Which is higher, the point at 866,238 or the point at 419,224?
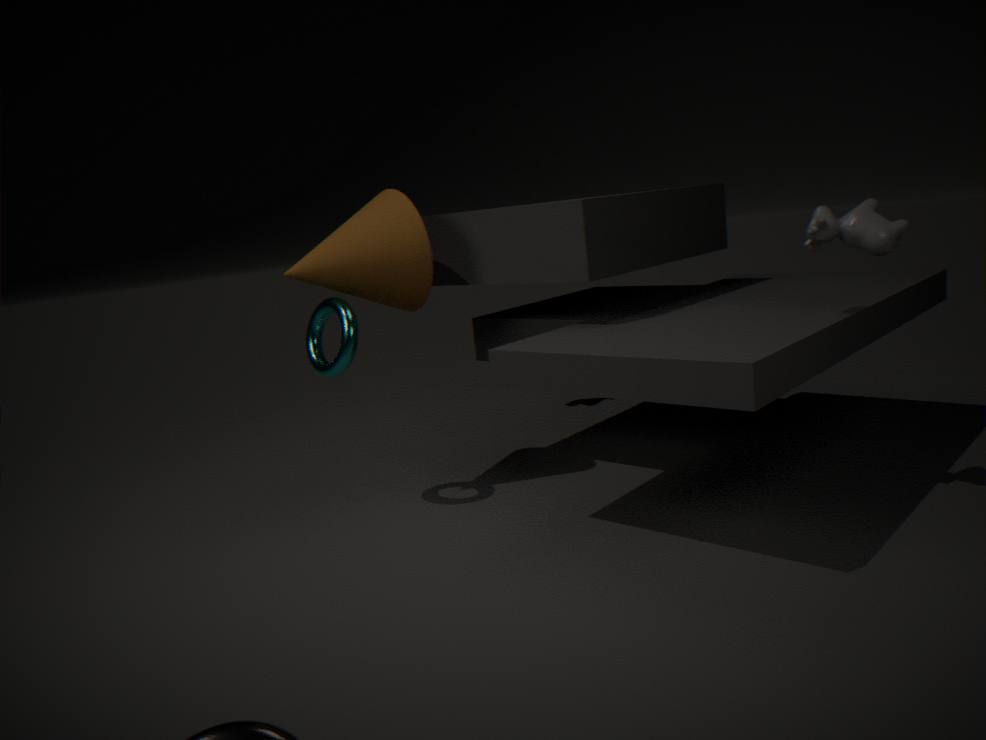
the point at 419,224
